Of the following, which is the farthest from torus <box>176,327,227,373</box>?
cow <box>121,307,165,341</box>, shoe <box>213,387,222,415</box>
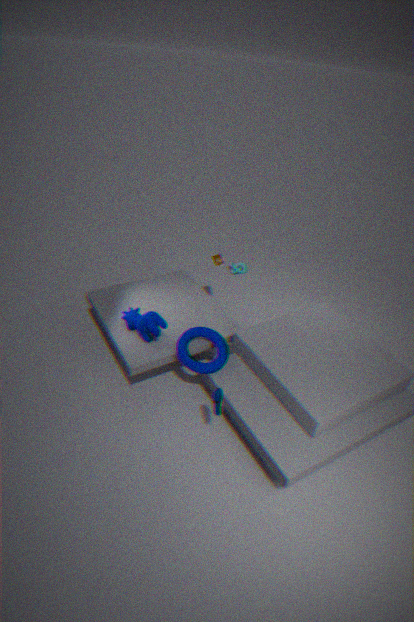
shoe <box>213,387,222,415</box>
